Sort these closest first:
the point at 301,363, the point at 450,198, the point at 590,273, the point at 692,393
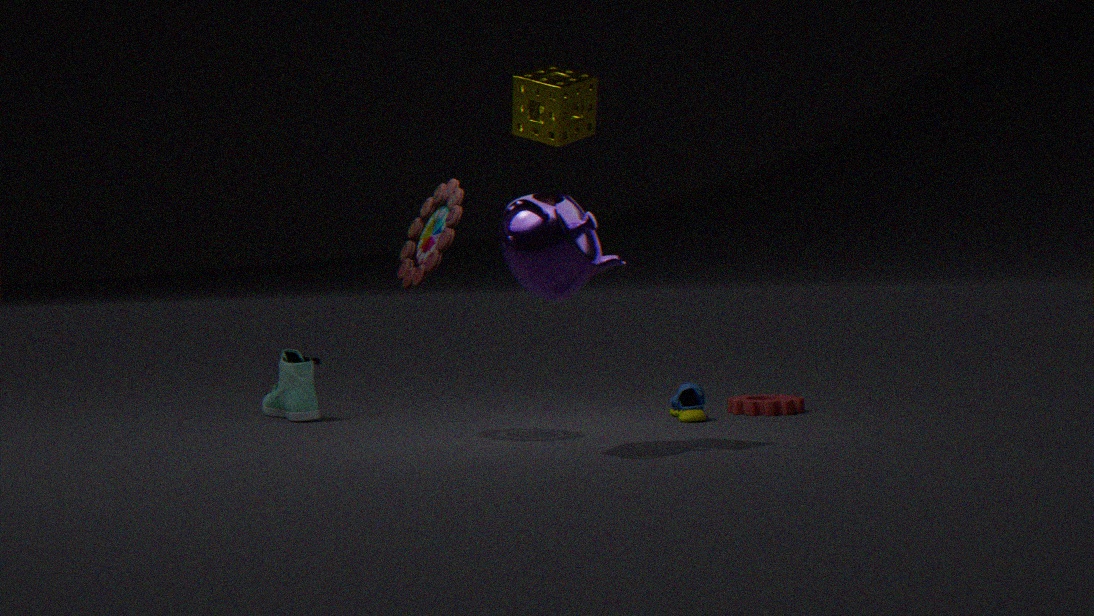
the point at 590,273, the point at 450,198, the point at 692,393, the point at 301,363
